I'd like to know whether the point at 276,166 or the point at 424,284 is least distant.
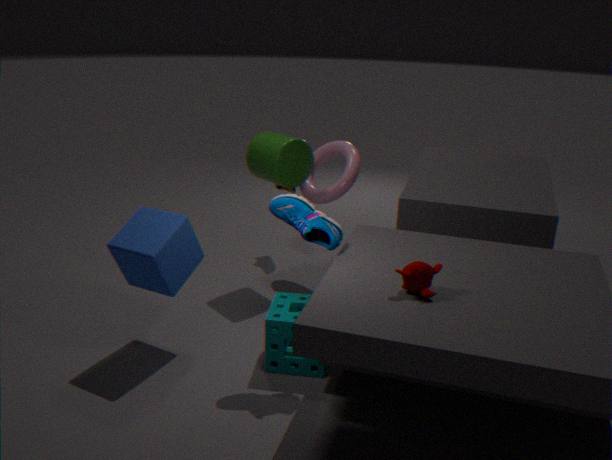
the point at 424,284
